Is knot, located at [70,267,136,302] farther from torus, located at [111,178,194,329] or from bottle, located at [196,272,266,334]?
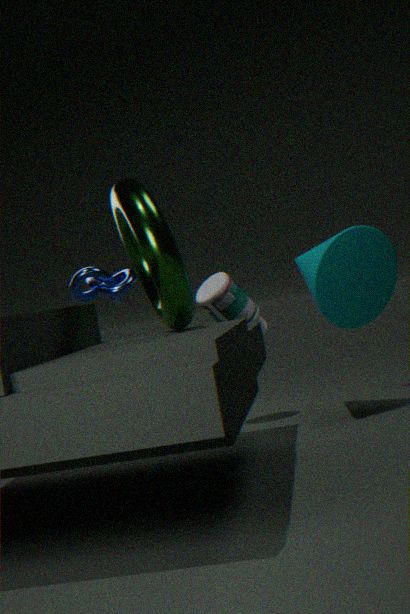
bottle, located at [196,272,266,334]
